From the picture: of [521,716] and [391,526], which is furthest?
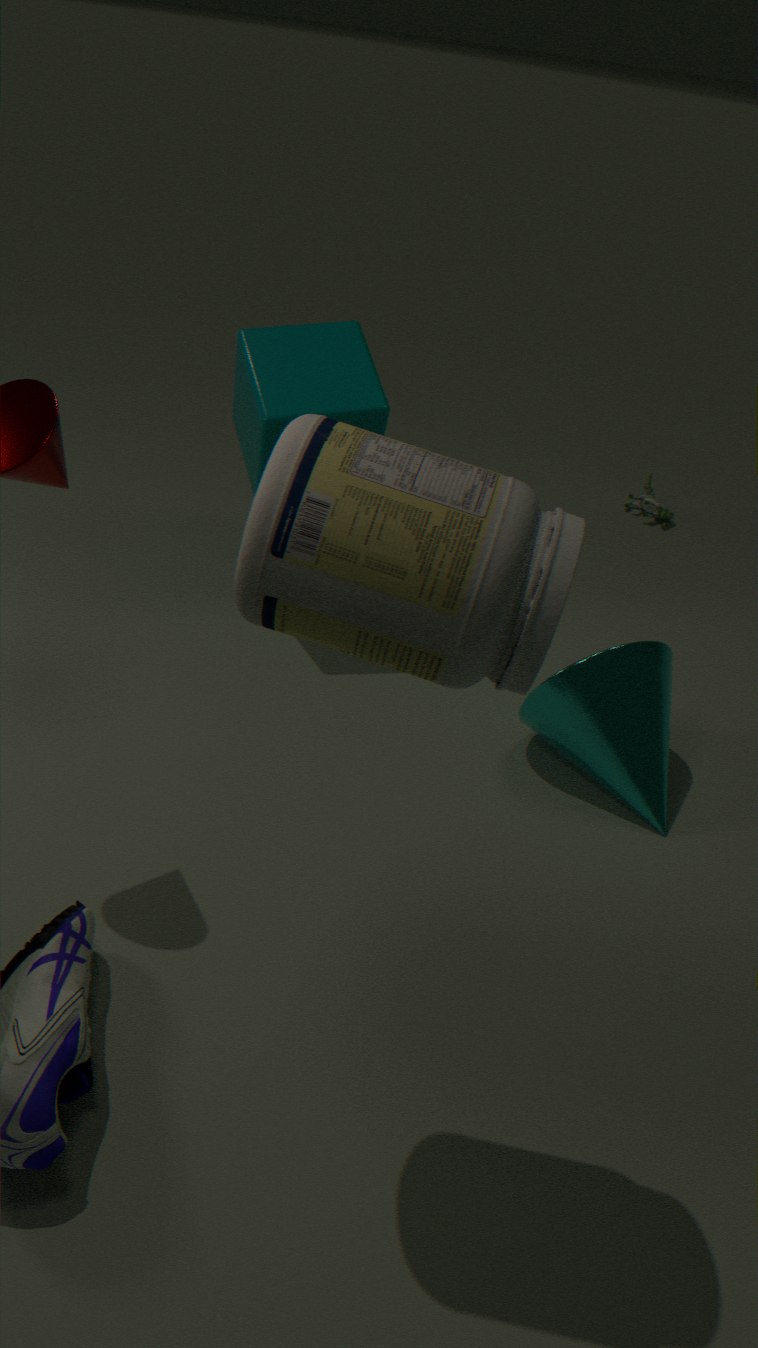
[521,716]
